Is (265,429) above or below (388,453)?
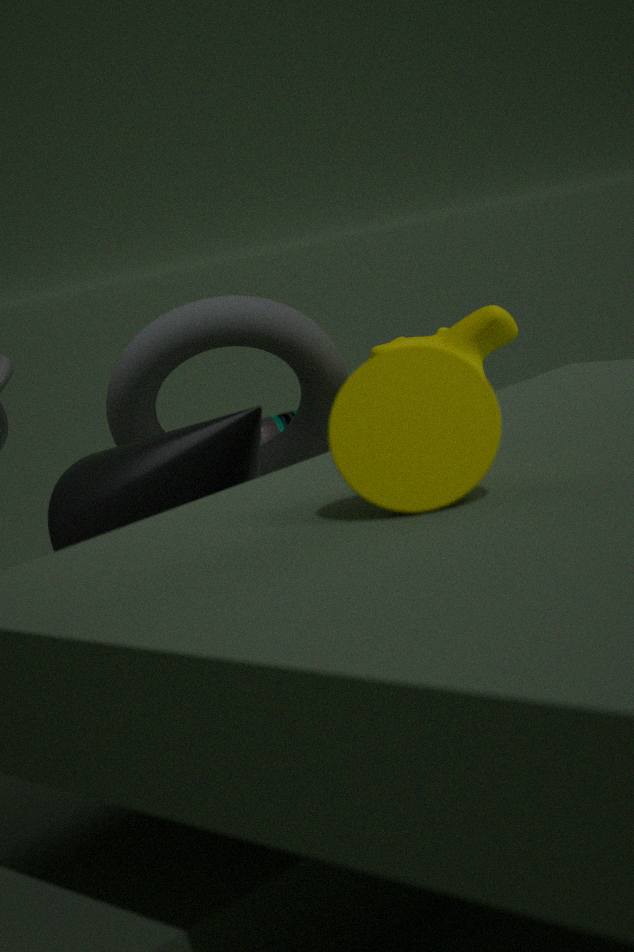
below
